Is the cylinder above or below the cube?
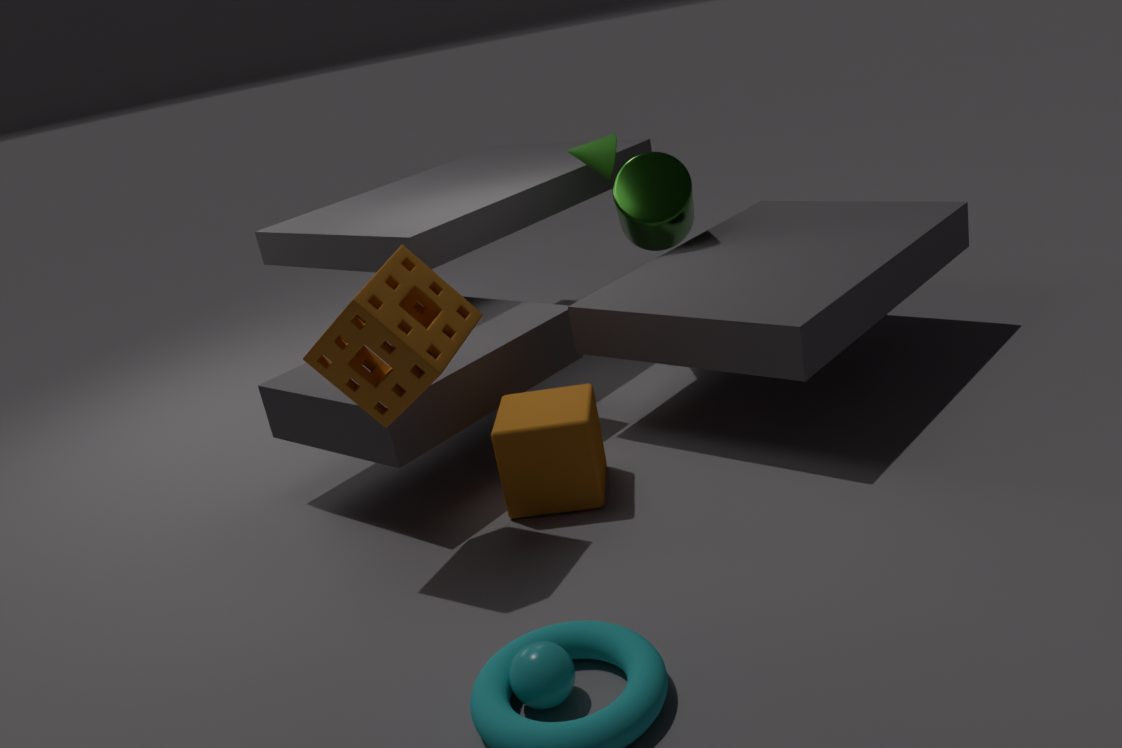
above
